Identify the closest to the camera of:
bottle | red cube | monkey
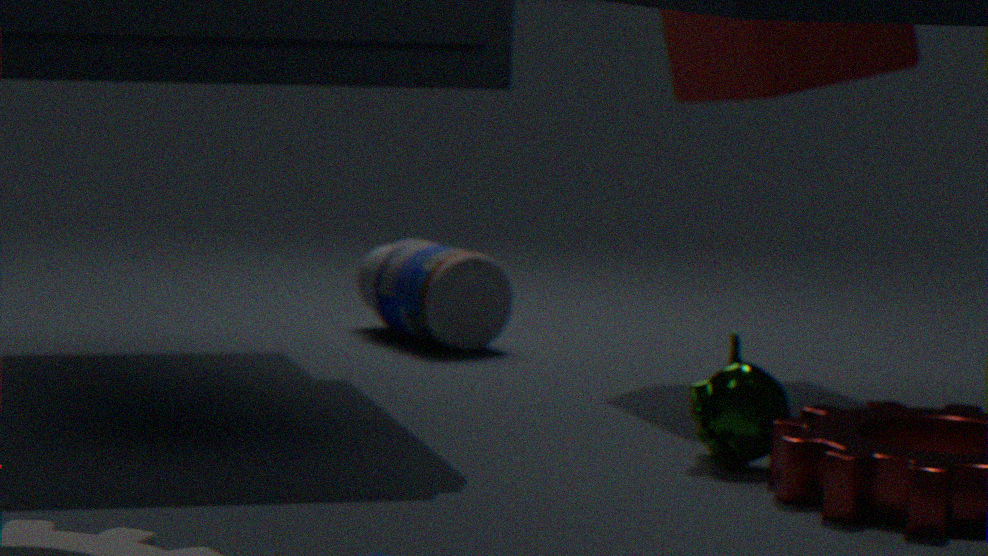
monkey
